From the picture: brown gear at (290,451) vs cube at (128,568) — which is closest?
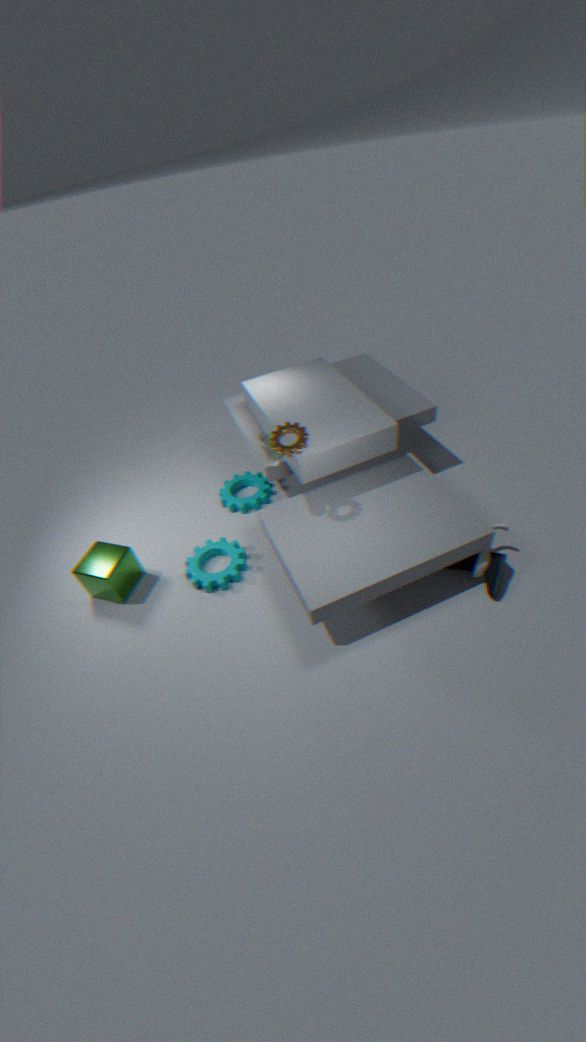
brown gear at (290,451)
